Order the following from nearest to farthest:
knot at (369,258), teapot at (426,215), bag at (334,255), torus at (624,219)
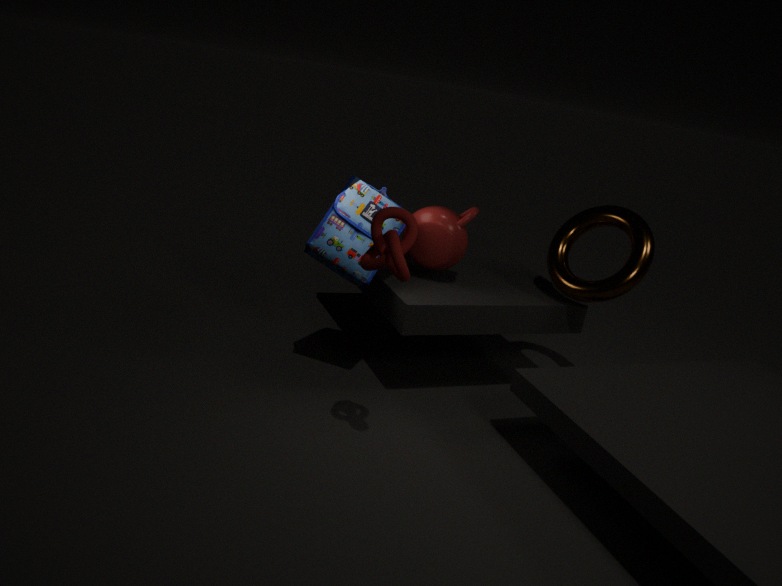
knot at (369,258) < bag at (334,255) < torus at (624,219) < teapot at (426,215)
